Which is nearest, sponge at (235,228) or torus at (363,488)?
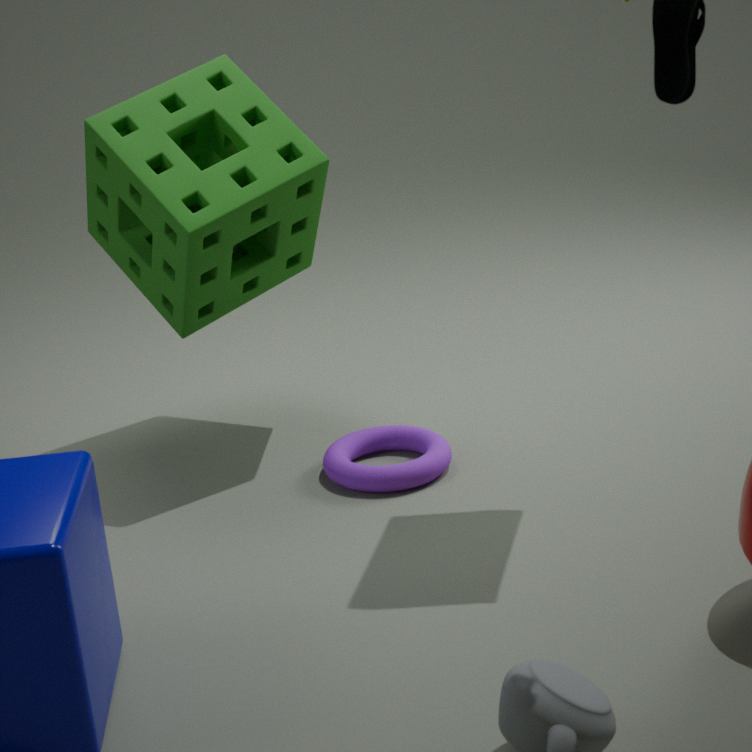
sponge at (235,228)
